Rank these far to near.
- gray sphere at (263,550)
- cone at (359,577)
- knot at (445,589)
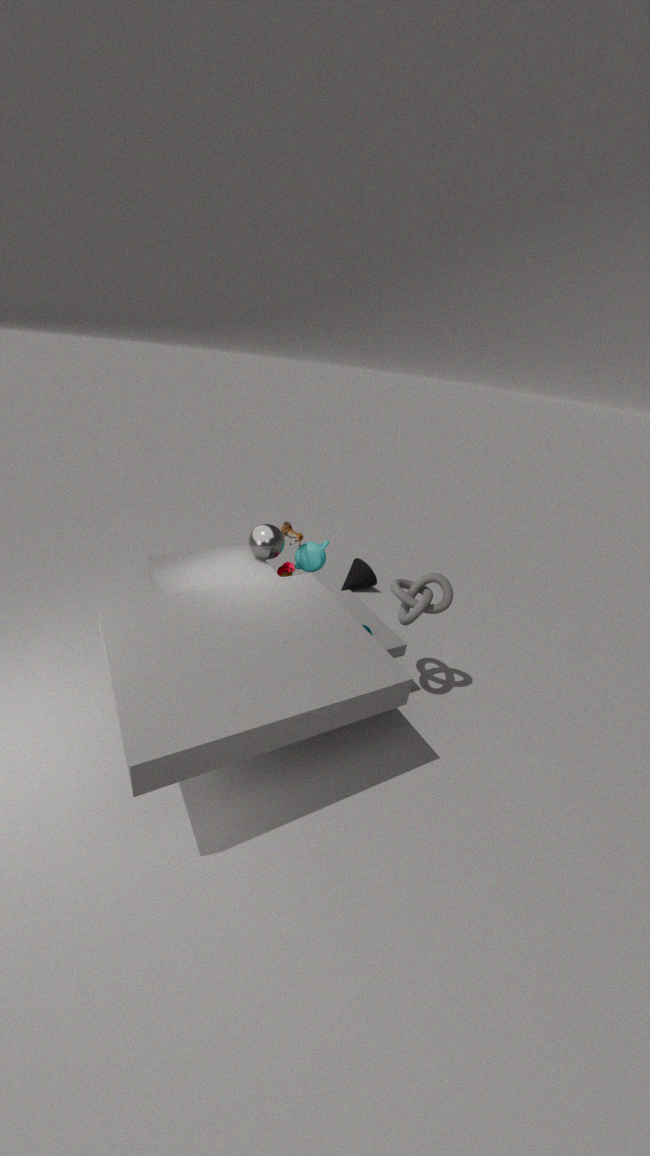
cone at (359,577), gray sphere at (263,550), knot at (445,589)
